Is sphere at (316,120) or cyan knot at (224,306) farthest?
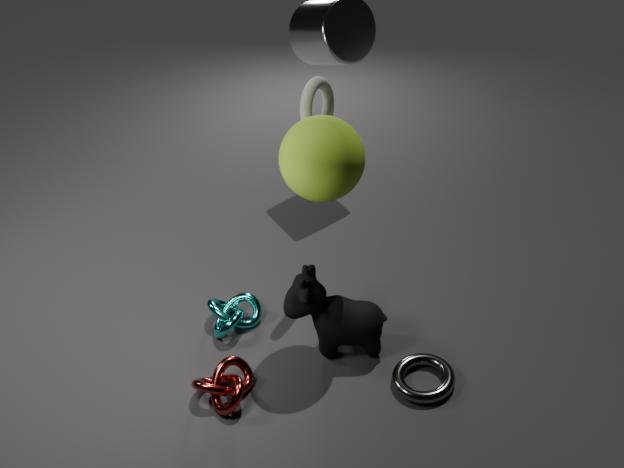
cyan knot at (224,306)
